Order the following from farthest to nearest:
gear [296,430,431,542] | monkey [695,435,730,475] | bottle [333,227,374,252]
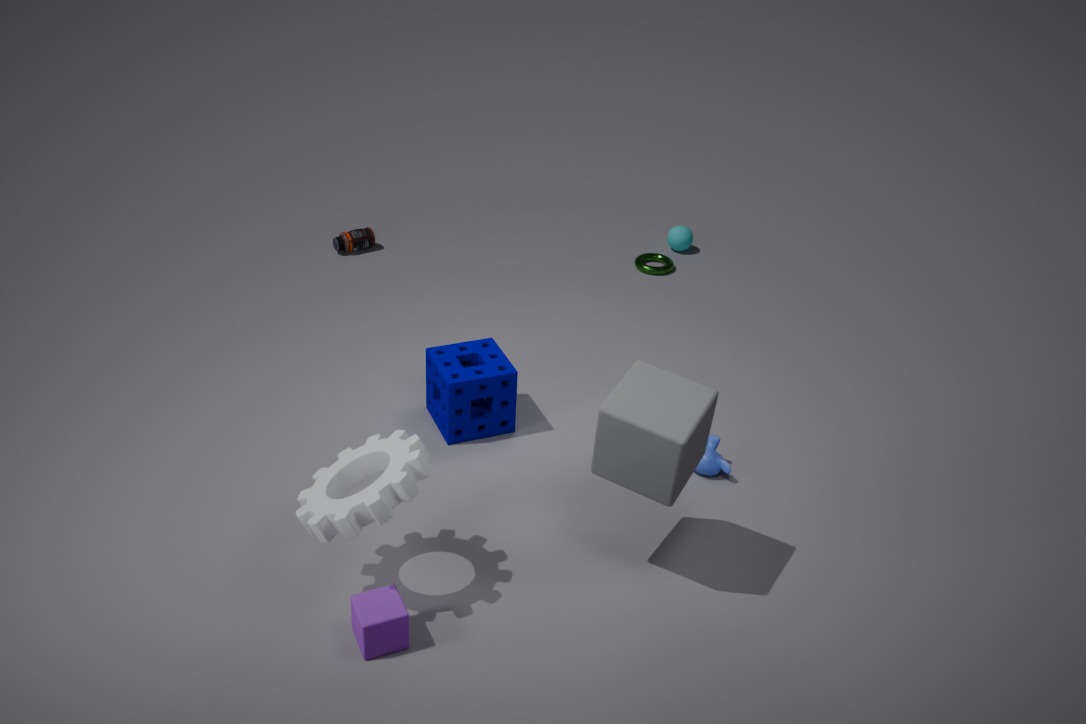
bottle [333,227,374,252]
monkey [695,435,730,475]
gear [296,430,431,542]
